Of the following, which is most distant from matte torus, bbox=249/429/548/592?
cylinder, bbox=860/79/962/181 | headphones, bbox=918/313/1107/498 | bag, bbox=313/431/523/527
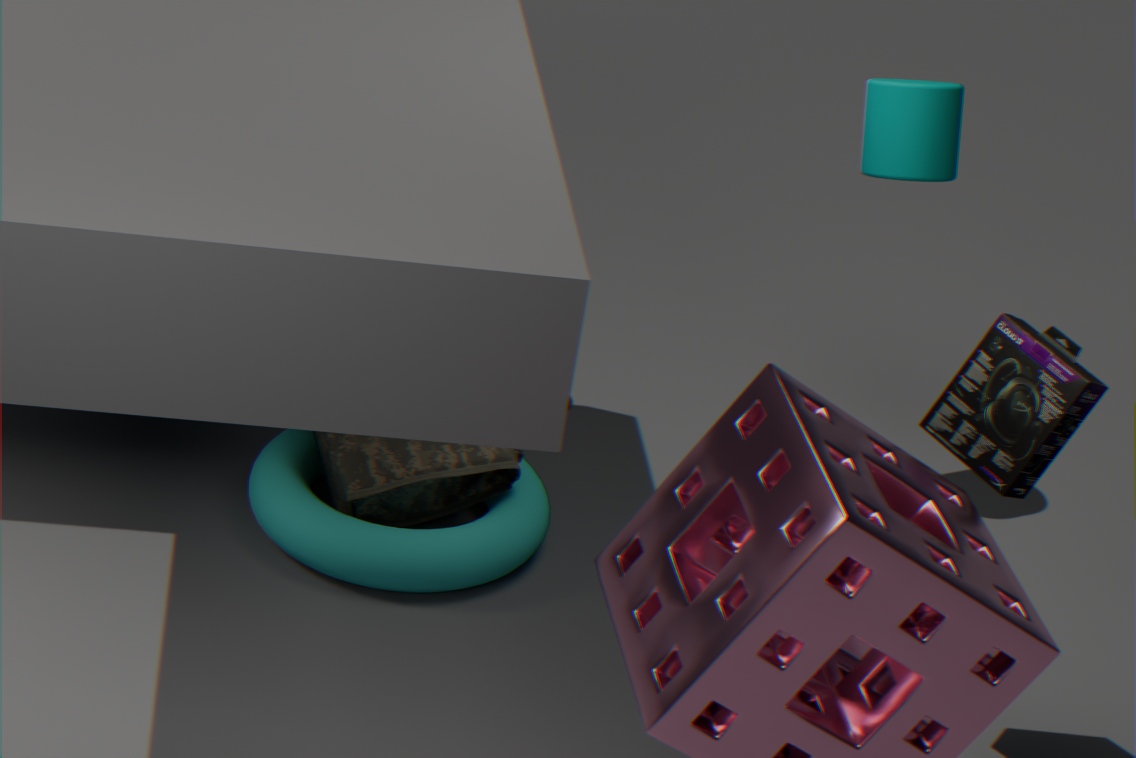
cylinder, bbox=860/79/962/181
